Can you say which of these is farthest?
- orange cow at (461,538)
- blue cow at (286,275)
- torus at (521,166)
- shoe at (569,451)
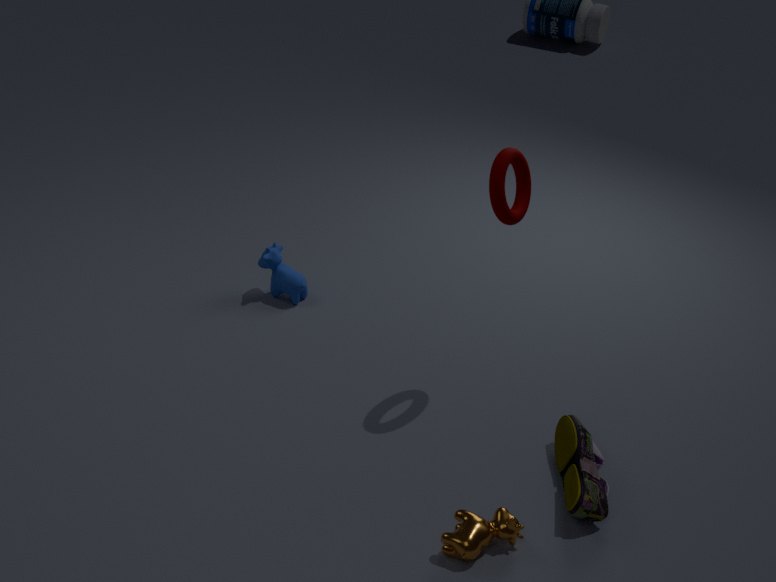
blue cow at (286,275)
